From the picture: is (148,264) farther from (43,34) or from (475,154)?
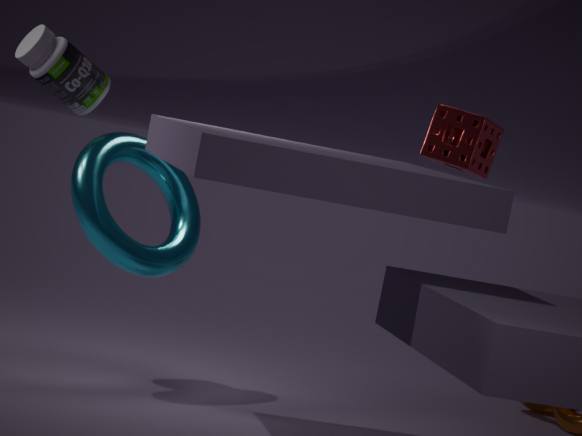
(475,154)
